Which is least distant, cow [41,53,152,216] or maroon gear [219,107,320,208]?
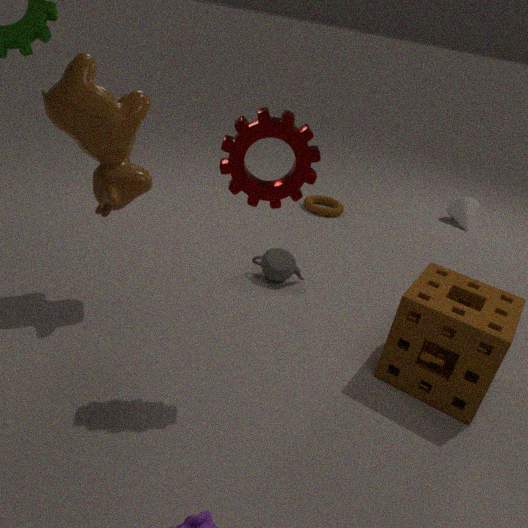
maroon gear [219,107,320,208]
